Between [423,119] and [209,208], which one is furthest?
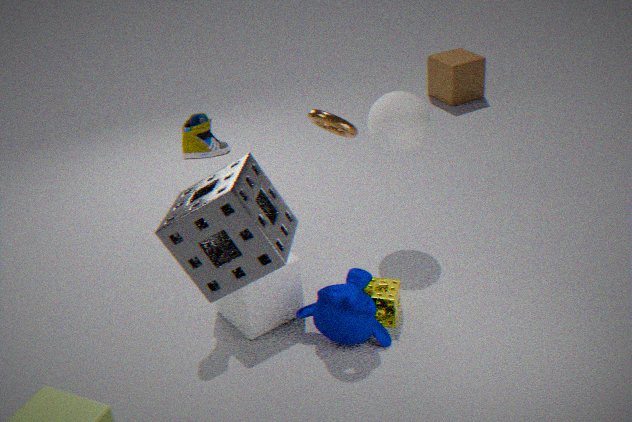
[423,119]
